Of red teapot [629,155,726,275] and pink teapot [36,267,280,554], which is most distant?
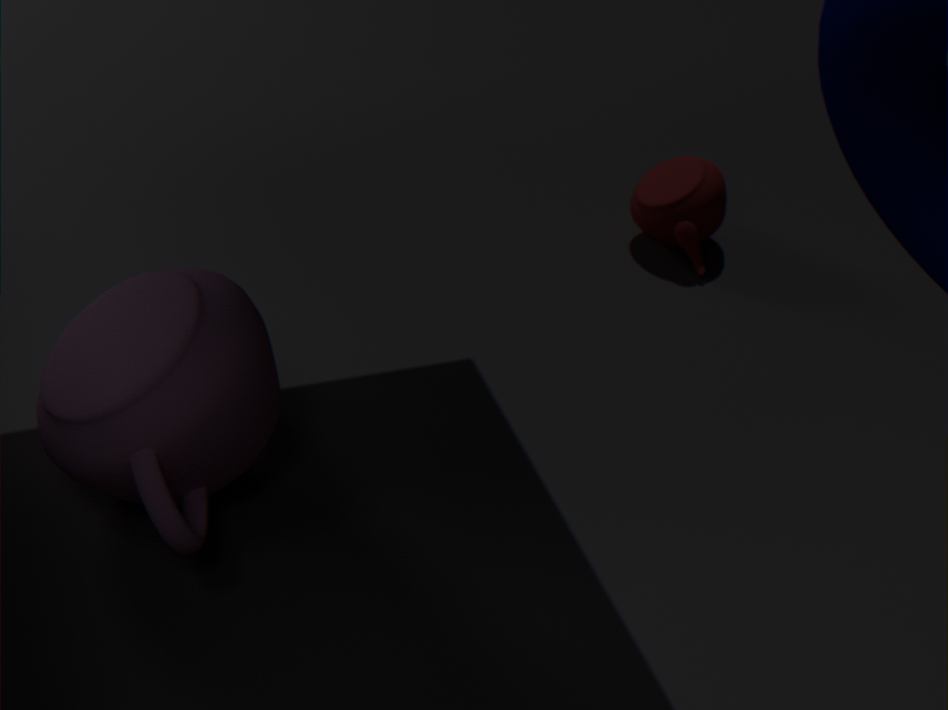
red teapot [629,155,726,275]
